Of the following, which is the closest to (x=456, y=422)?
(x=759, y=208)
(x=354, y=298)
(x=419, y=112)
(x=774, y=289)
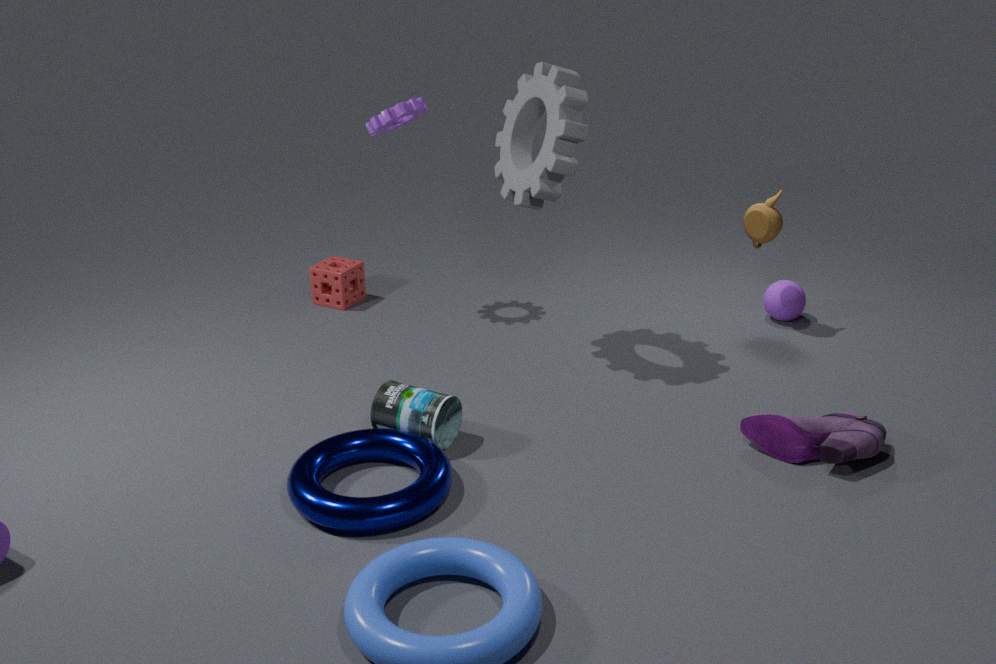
(x=354, y=298)
